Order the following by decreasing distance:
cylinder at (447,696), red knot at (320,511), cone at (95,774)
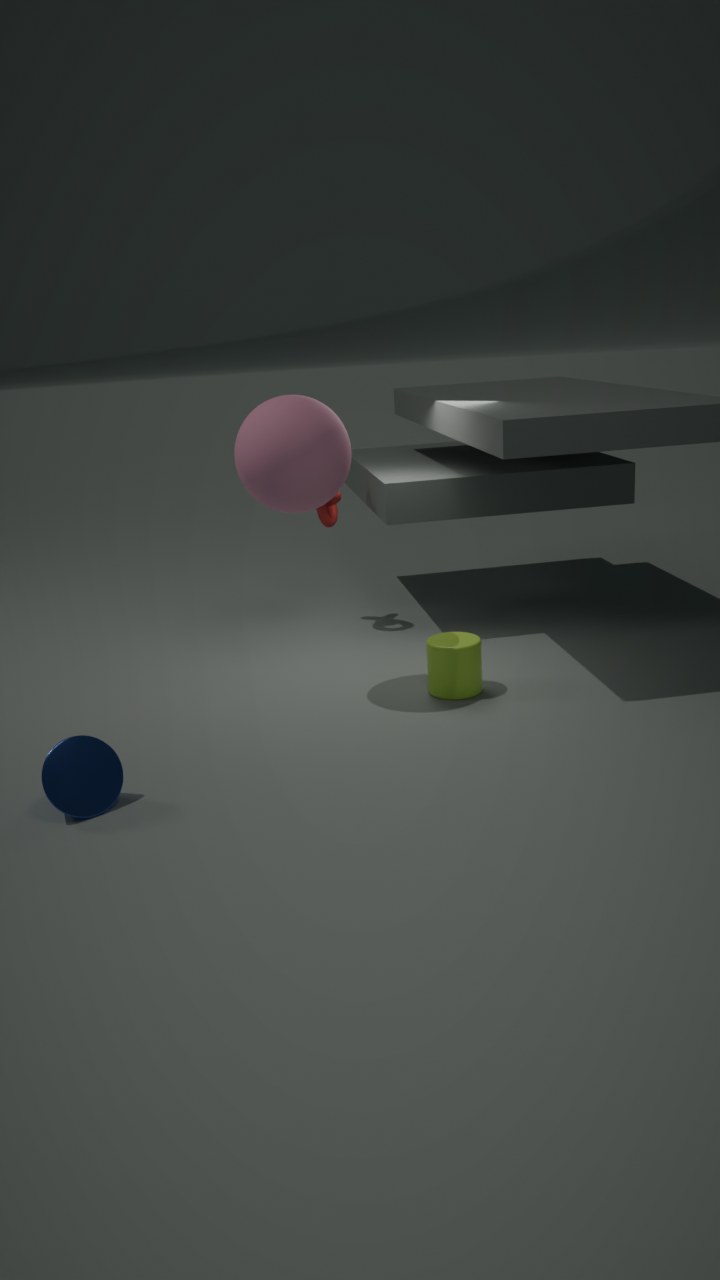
red knot at (320,511) → cylinder at (447,696) → cone at (95,774)
